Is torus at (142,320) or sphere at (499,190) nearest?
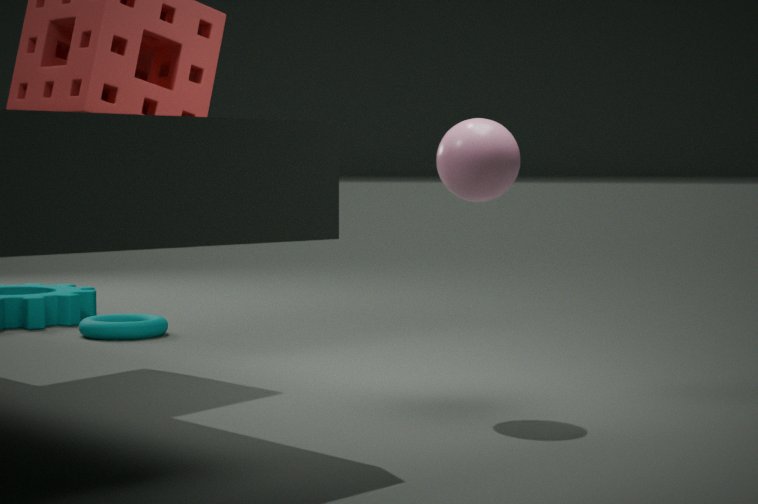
sphere at (499,190)
